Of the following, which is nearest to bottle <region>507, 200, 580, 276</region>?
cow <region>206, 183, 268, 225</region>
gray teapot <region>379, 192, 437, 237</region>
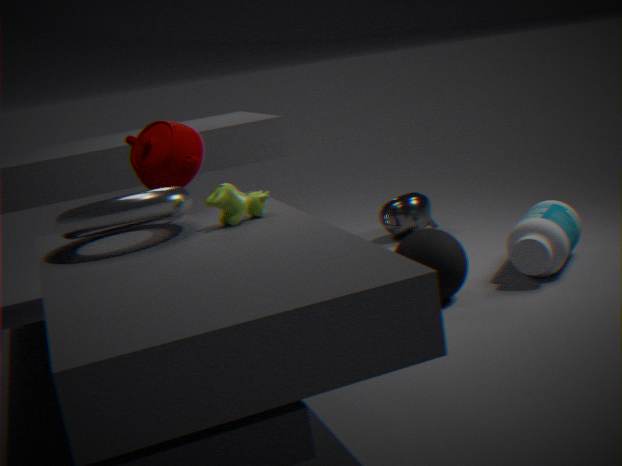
gray teapot <region>379, 192, 437, 237</region>
